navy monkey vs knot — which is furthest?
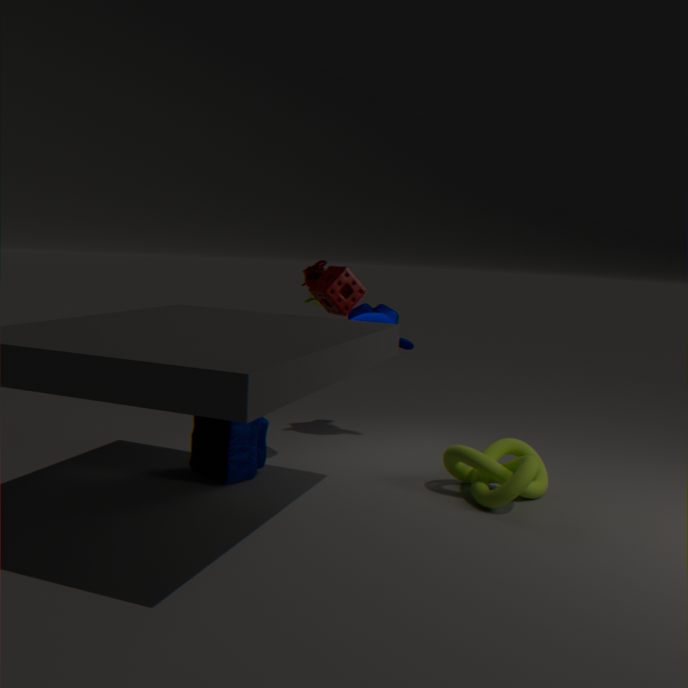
navy monkey
